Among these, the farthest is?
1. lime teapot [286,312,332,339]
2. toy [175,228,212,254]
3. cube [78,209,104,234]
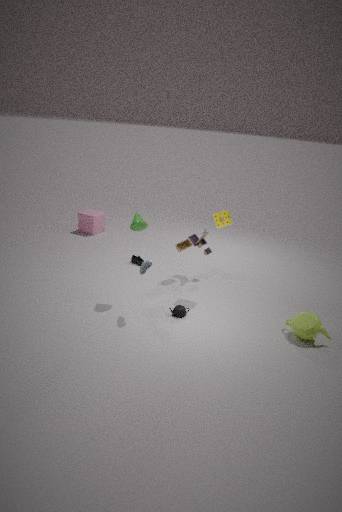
cube [78,209,104,234]
